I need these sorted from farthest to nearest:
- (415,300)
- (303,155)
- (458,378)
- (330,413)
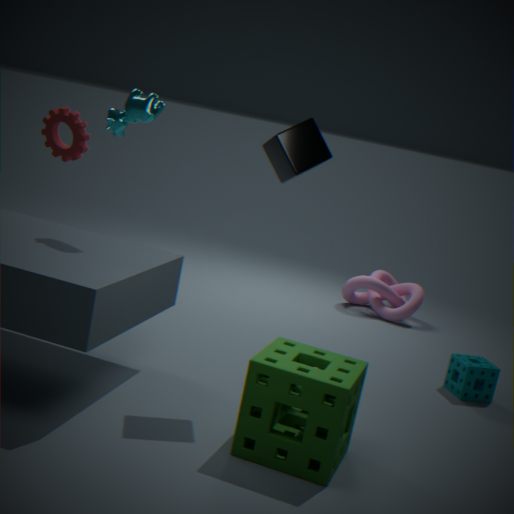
1. (415,300)
2. (458,378)
3. (303,155)
4. (330,413)
